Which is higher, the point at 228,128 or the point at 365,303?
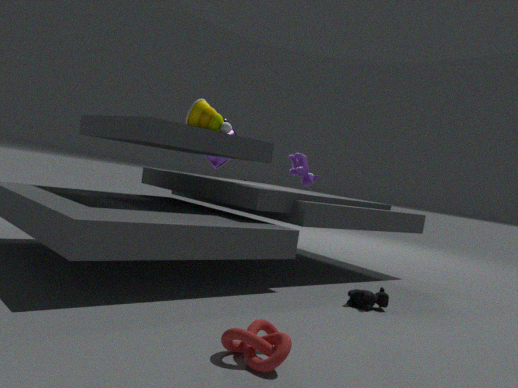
the point at 228,128
